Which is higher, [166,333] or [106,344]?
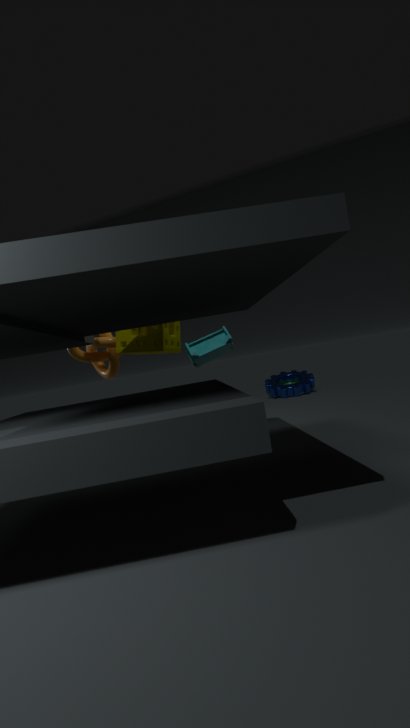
[166,333]
